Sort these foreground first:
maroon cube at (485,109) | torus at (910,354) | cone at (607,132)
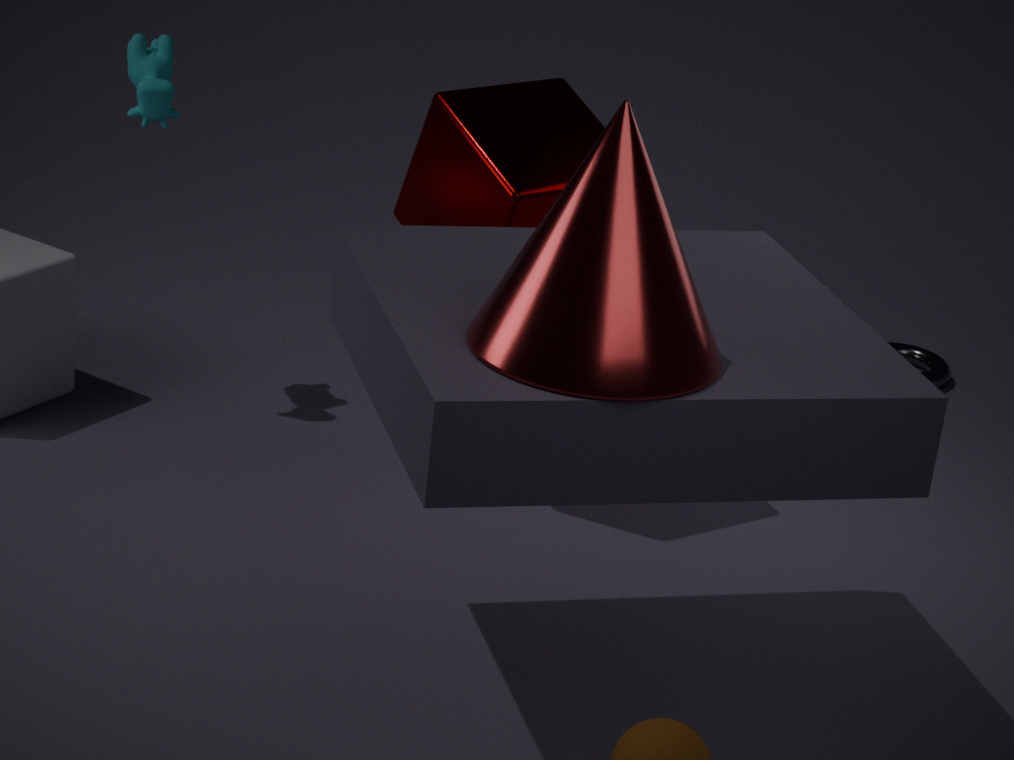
cone at (607,132), maroon cube at (485,109), torus at (910,354)
